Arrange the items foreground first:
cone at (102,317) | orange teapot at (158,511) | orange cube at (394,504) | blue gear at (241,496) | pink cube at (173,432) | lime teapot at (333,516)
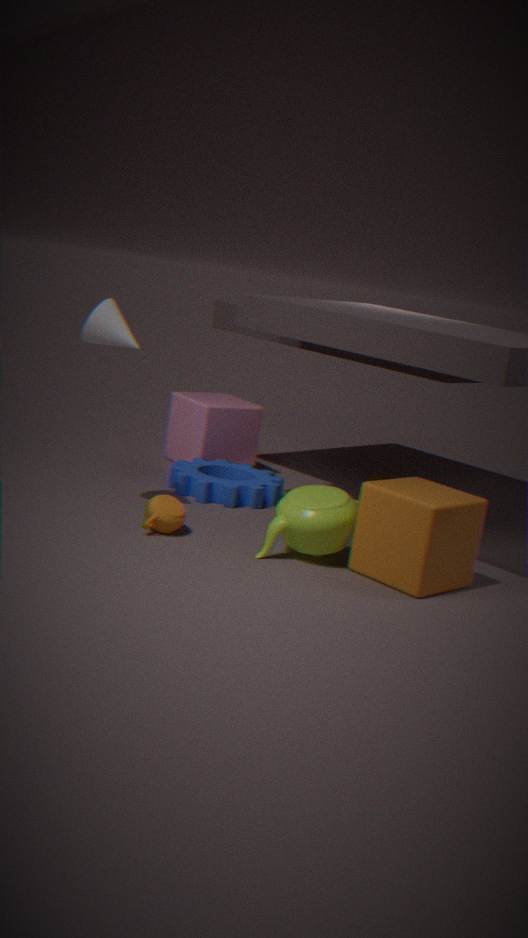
orange cube at (394,504)
lime teapot at (333,516)
orange teapot at (158,511)
cone at (102,317)
blue gear at (241,496)
pink cube at (173,432)
